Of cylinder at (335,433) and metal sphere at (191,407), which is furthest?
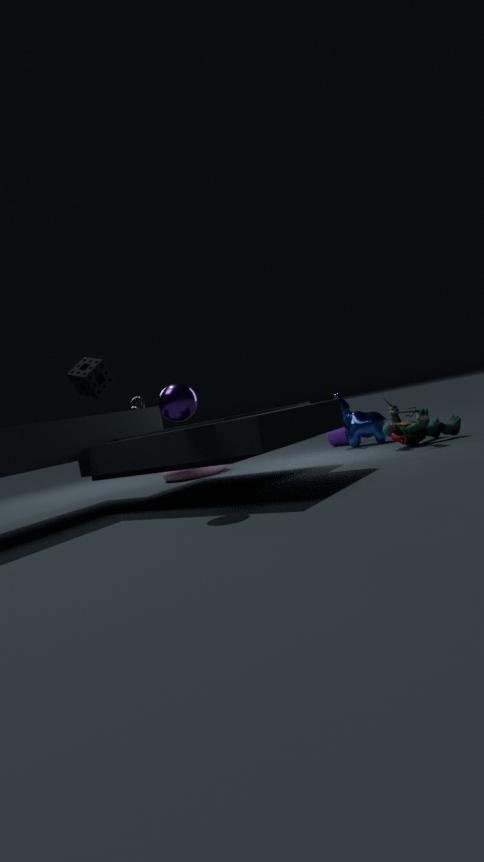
cylinder at (335,433)
